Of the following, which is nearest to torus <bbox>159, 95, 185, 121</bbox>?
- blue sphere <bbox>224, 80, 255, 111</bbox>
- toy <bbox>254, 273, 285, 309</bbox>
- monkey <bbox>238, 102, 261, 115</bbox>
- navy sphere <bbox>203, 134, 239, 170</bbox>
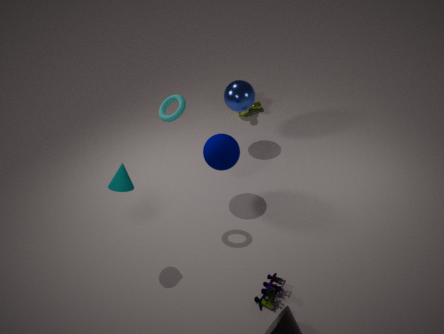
navy sphere <bbox>203, 134, 239, 170</bbox>
